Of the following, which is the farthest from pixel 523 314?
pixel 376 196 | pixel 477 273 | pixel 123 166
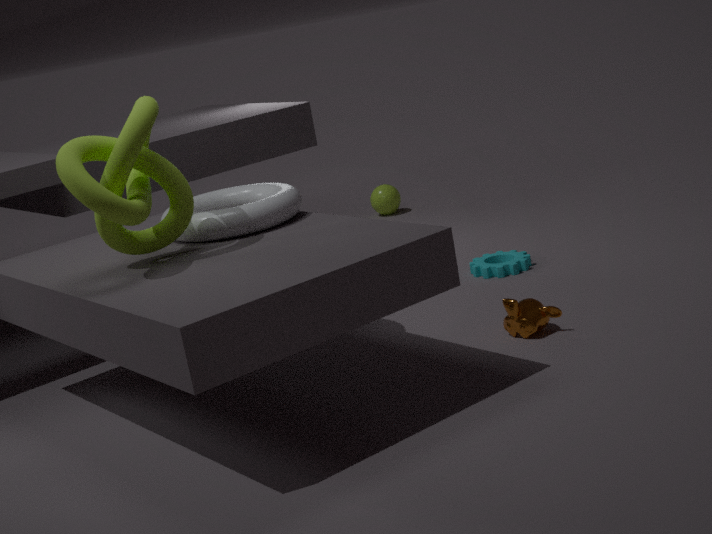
pixel 376 196
